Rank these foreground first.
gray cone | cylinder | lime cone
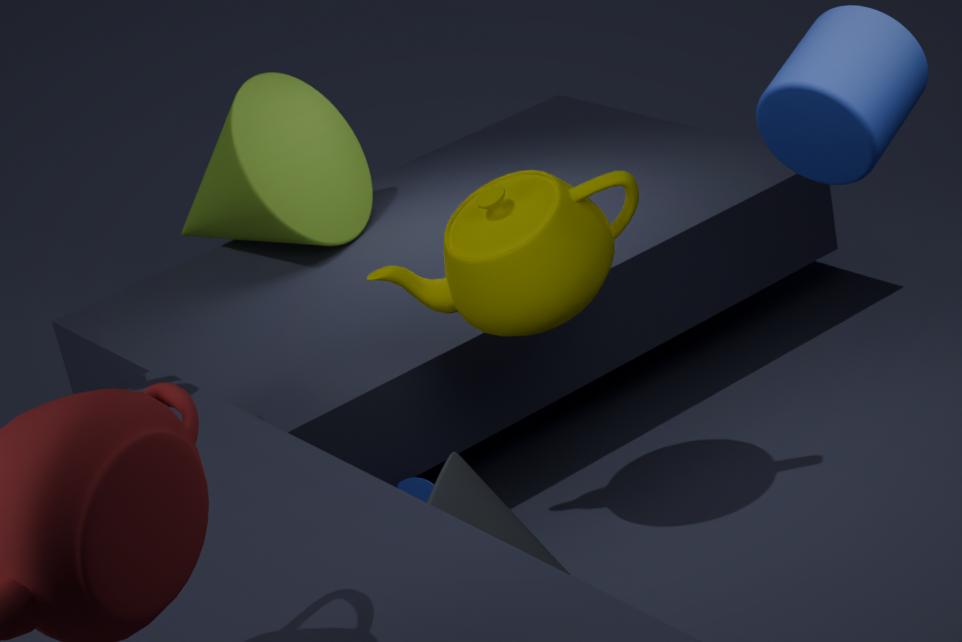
cylinder, gray cone, lime cone
